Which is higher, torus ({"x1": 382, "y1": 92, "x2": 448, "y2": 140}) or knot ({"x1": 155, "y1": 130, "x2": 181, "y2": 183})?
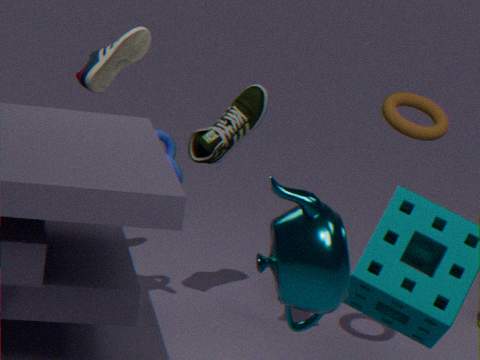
torus ({"x1": 382, "y1": 92, "x2": 448, "y2": 140})
